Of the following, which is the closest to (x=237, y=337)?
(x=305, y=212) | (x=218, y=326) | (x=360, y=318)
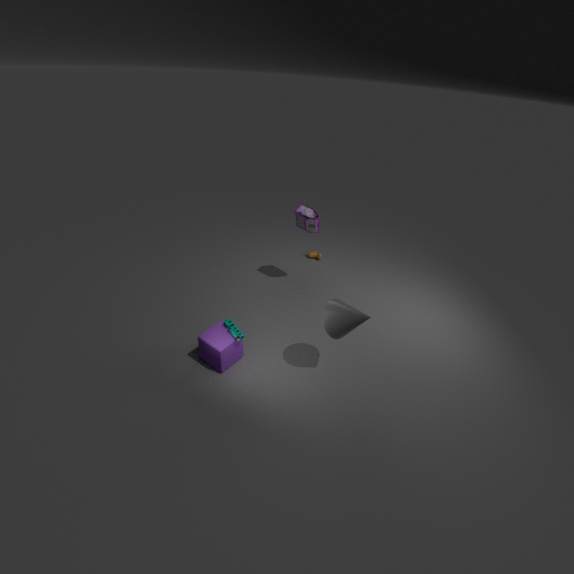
(x=218, y=326)
